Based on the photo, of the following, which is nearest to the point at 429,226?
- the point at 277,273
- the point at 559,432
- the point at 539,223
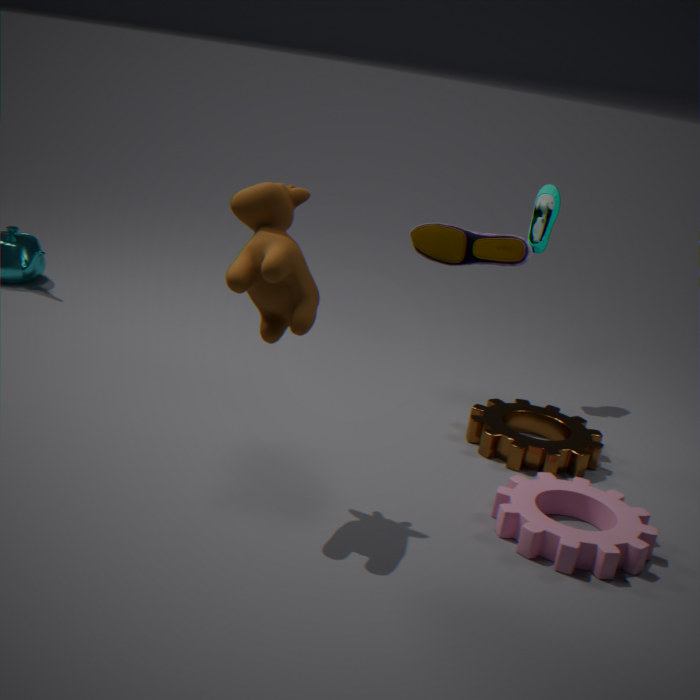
the point at 539,223
